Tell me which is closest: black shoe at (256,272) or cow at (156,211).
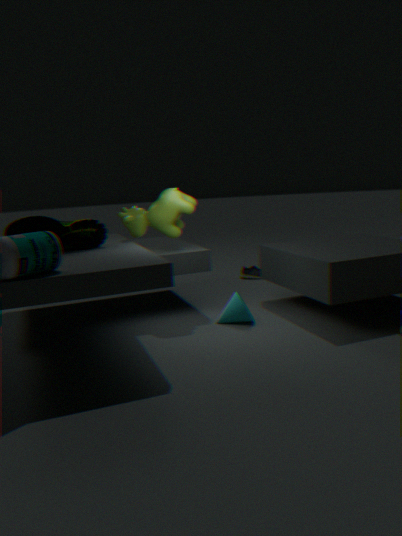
cow at (156,211)
